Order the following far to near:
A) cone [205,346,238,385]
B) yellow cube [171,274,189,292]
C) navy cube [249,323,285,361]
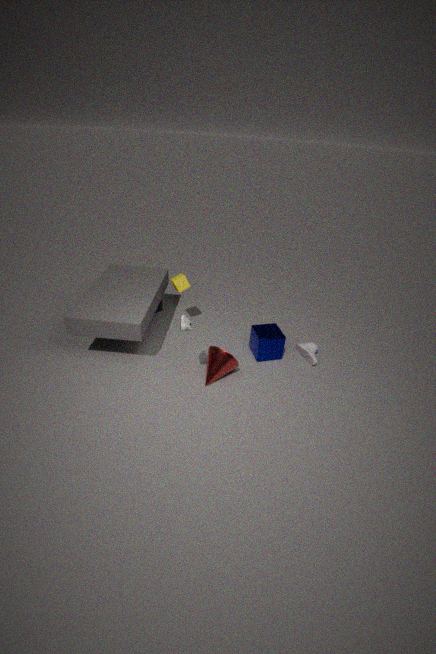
yellow cube [171,274,189,292] < navy cube [249,323,285,361] < cone [205,346,238,385]
